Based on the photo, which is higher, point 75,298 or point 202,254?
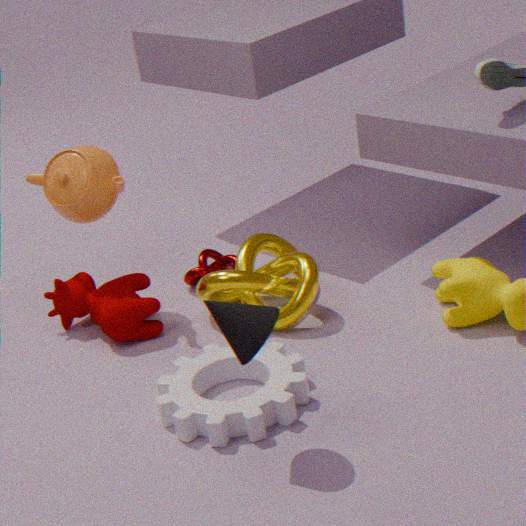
point 75,298
